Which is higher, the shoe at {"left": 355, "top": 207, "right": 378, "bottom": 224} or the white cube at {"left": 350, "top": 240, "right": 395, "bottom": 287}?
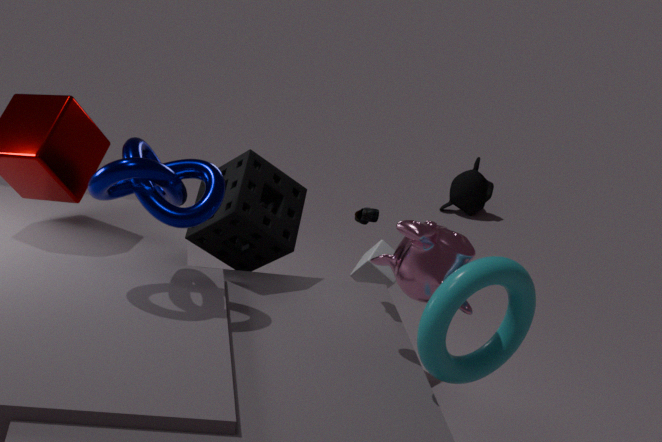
the shoe at {"left": 355, "top": 207, "right": 378, "bottom": 224}
